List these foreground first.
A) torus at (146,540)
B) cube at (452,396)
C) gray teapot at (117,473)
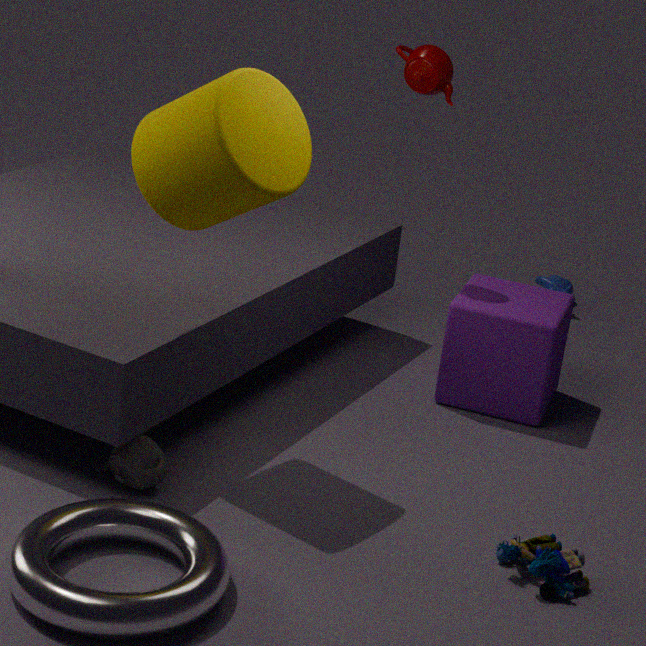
A. torus at (146,540) → C. gray teapot at (117,473) → B. cube at (452,396)
